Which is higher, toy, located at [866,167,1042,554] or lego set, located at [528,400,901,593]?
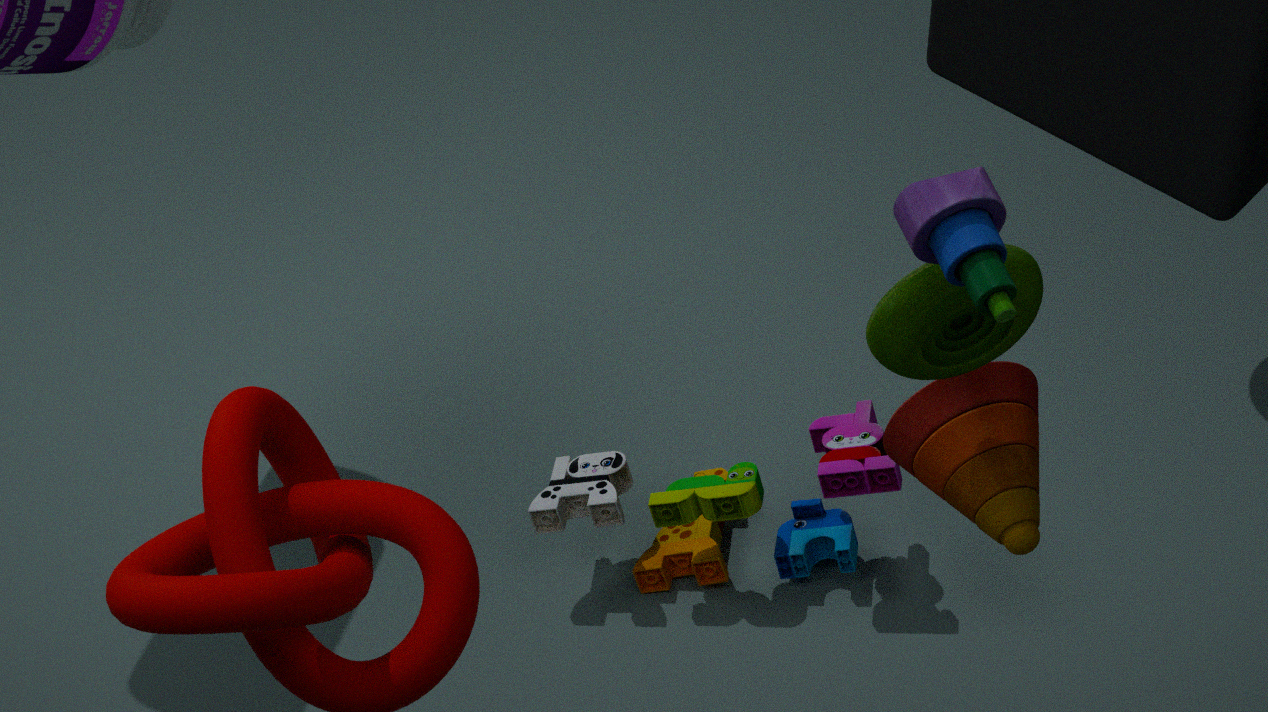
toy, located at [866,167,1042,554]
